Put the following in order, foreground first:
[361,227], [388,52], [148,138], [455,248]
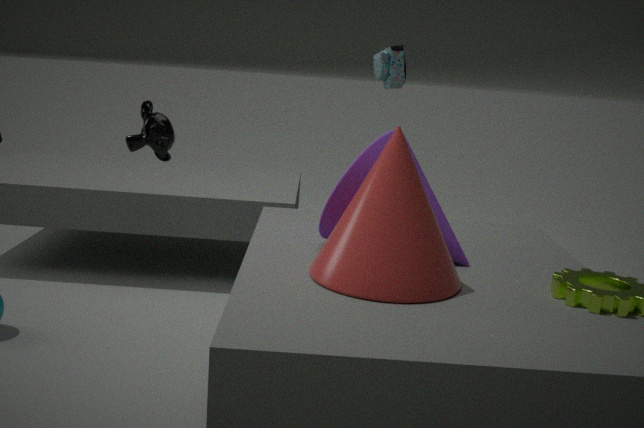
[361,227] < [455,248] < [148,138] < [388,52]
